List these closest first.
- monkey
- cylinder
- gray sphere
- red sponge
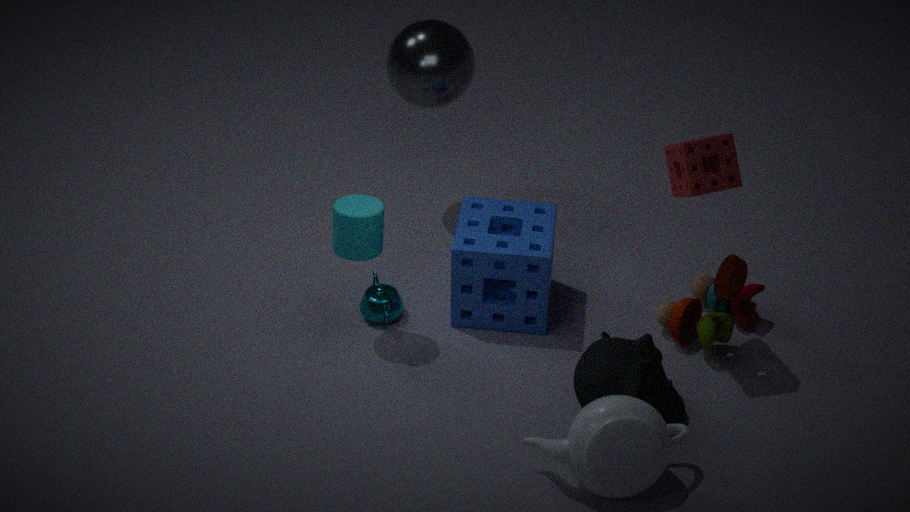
monkey → red sponge → cylinder → gray sphere
